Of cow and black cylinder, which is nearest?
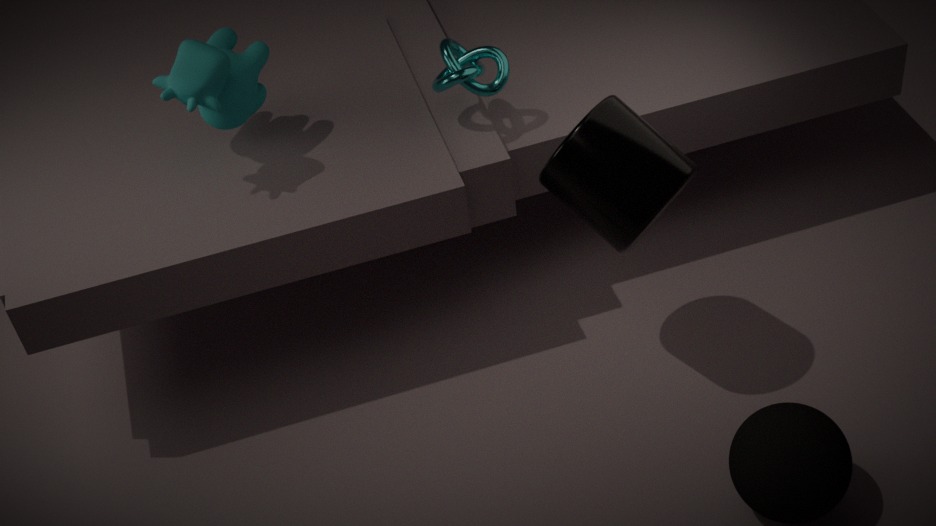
black cylinder
